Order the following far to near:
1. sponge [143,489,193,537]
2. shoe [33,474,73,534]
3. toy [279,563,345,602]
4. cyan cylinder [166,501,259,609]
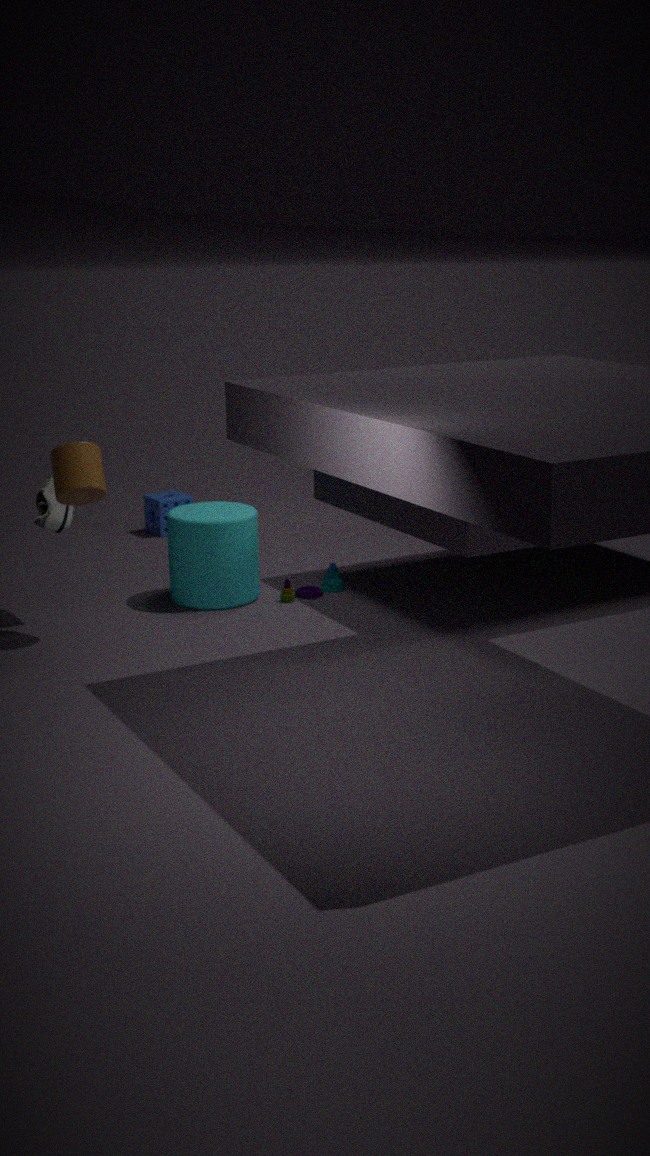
sponge [143,489,193,537], toy [279,563,345,602], cyan cylinder [166,501,259,609], shoe [33,474,73,534]
